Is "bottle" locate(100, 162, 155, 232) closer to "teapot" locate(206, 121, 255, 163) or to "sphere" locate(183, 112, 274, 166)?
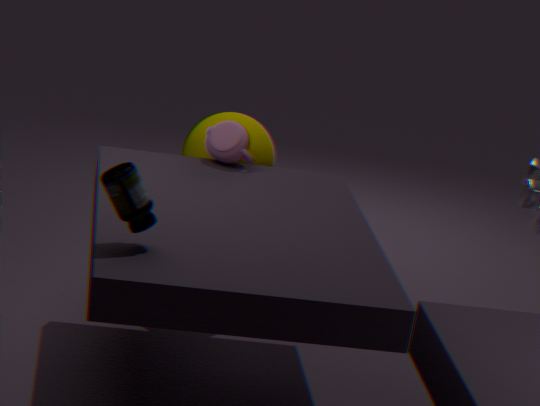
"teapot" locate(206, 121, 255, 163)
